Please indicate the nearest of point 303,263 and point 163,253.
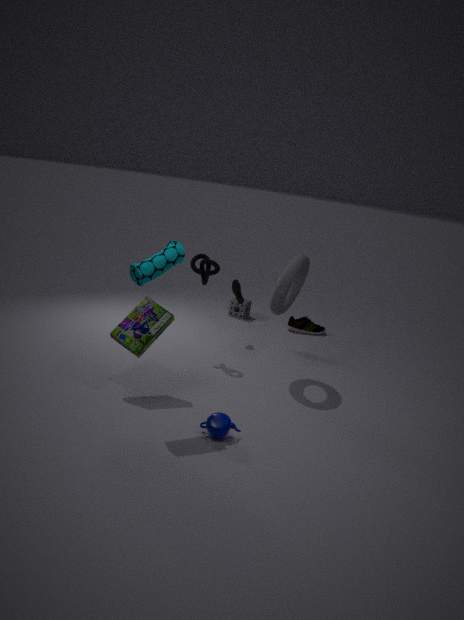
point 163,253
